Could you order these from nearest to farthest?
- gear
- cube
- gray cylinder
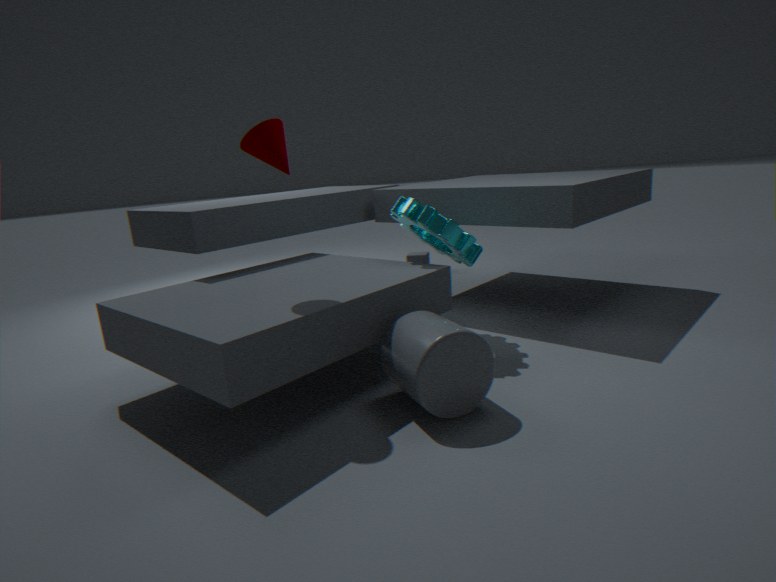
gray cylinder, gear, cube
